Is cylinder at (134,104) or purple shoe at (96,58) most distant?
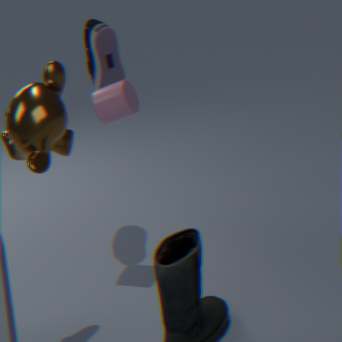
purple shoe at (96,58)
